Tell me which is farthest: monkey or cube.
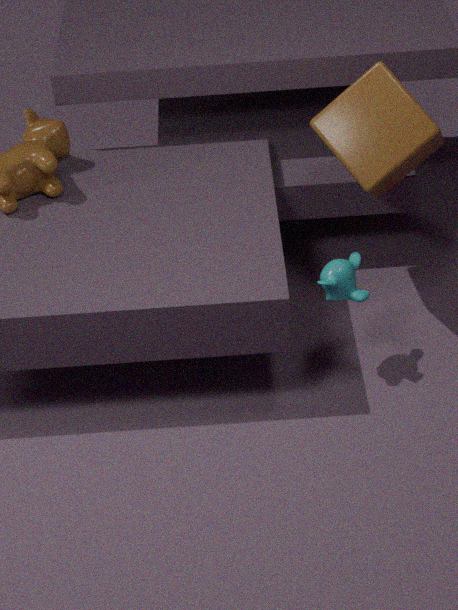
cube
